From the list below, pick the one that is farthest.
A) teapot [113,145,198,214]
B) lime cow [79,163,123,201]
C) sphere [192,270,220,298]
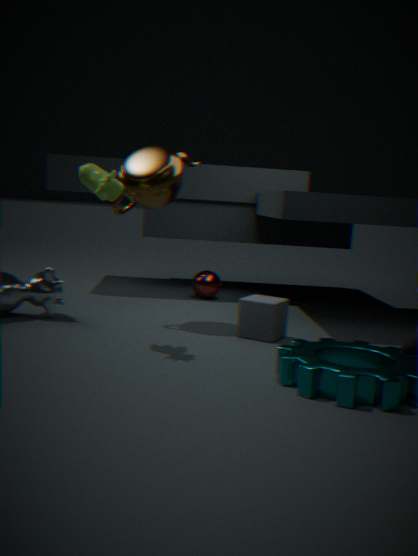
sphere [192,270,220,298]
